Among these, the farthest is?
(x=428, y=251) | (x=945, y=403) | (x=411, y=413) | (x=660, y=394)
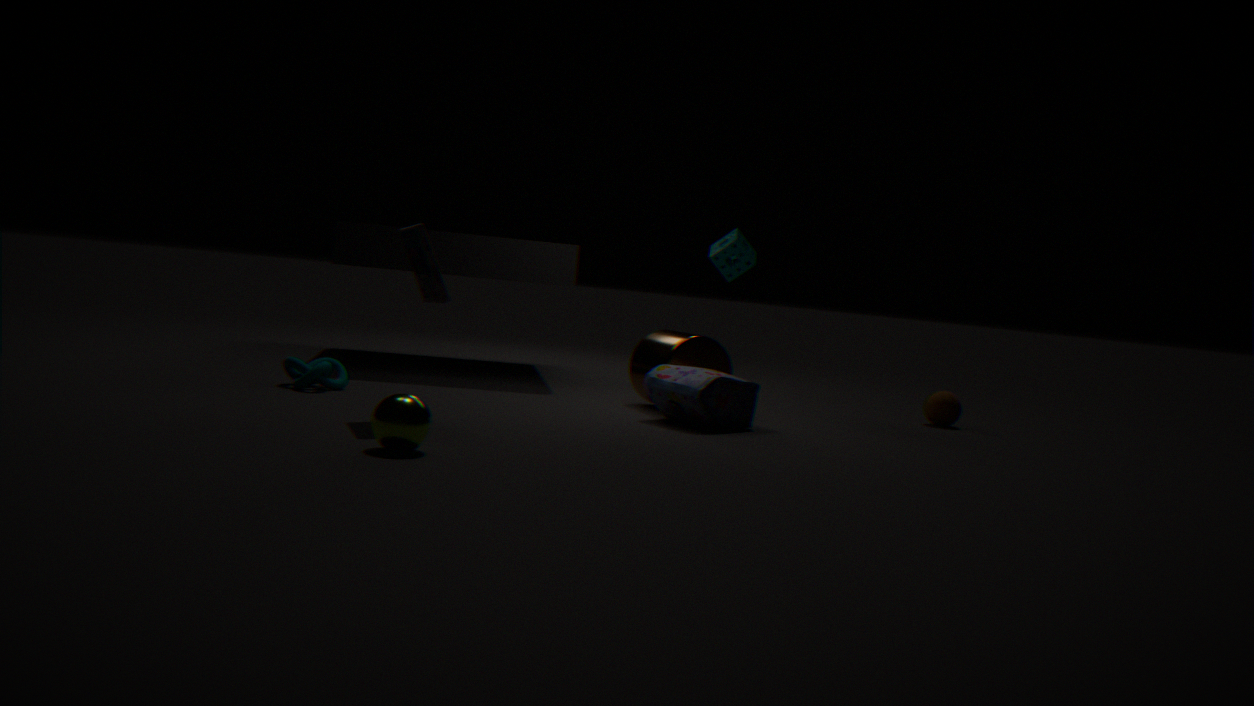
(x=945, y=403)
